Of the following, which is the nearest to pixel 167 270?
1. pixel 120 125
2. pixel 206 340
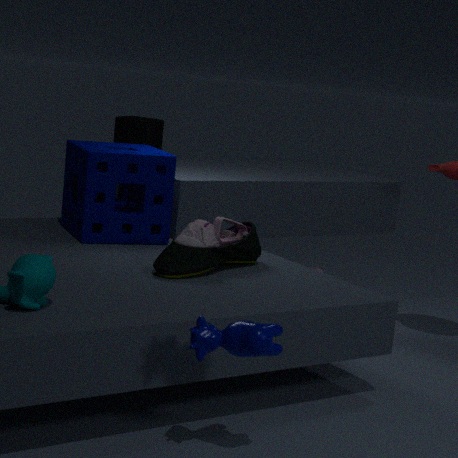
pixel 206 340
